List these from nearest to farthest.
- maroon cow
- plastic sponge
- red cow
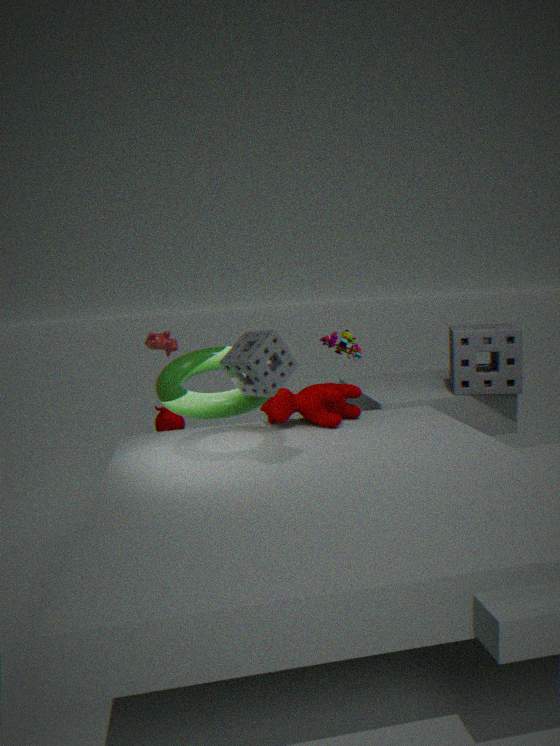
plastic sponge
maroon cow
red cow
